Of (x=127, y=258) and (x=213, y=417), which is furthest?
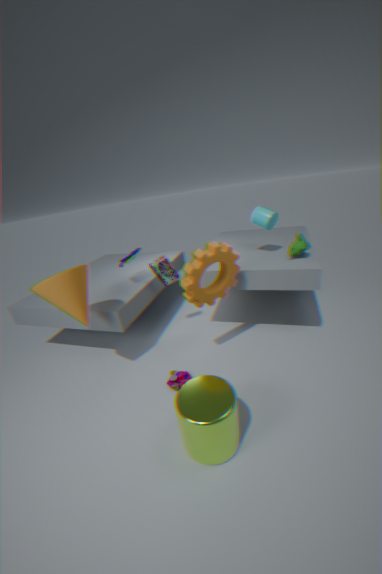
(x=127, y=258)
